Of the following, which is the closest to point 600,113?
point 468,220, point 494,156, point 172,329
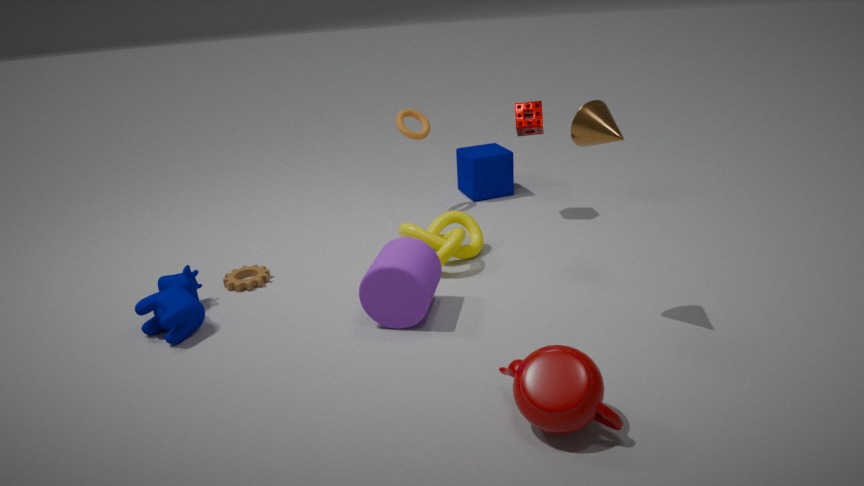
point 468,220
